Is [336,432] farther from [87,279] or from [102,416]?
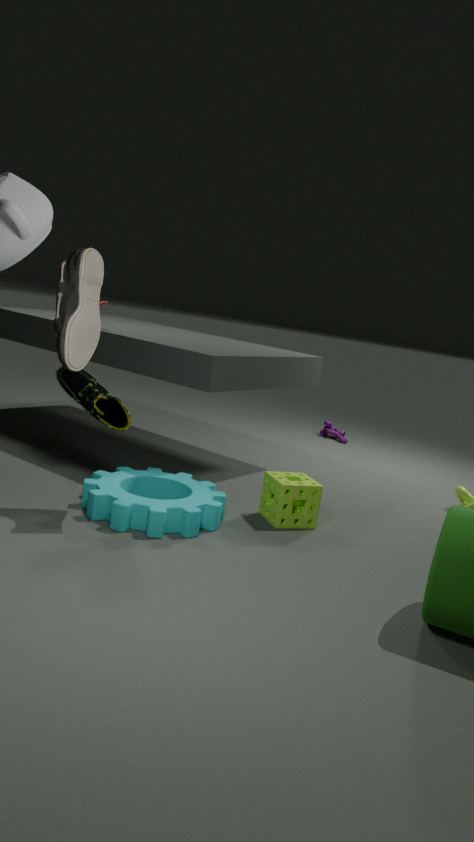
[87,279]
